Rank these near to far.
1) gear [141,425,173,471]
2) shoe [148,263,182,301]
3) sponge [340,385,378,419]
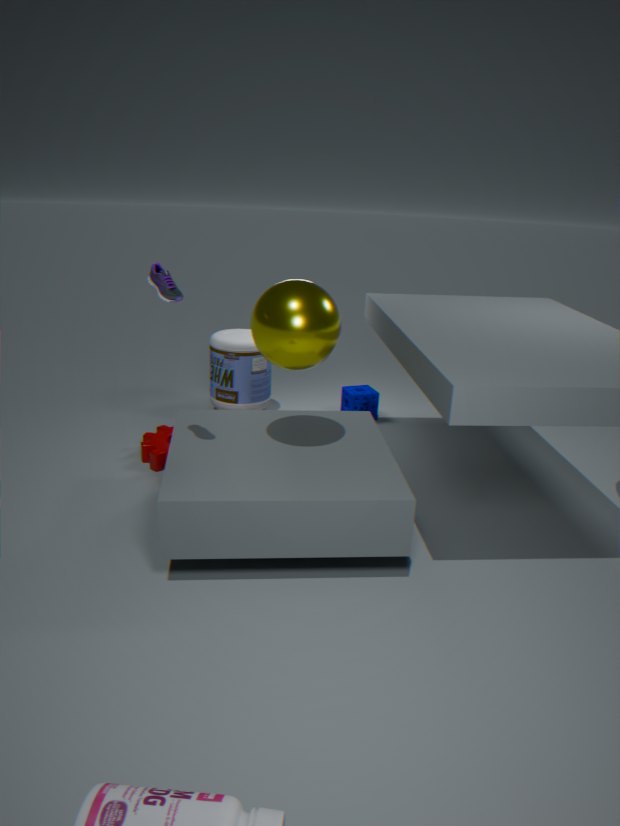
2. shoe [148,263,182,301]
1. gear [141,425,173,471]
3. sponge [340,385,378,419]
